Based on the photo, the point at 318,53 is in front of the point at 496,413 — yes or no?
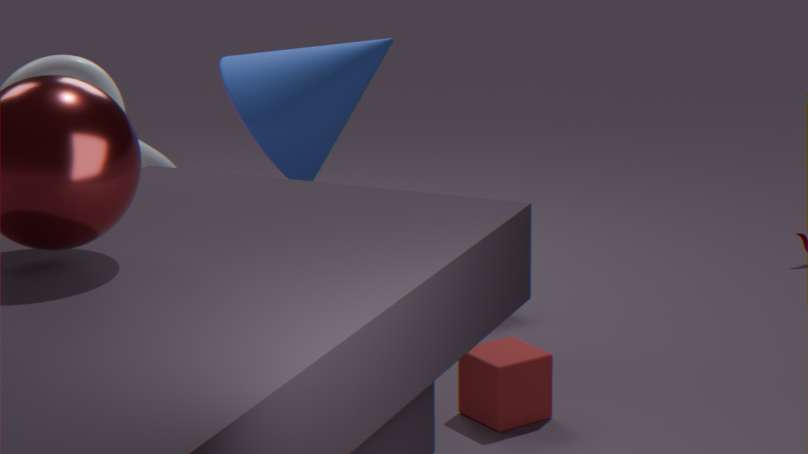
No
